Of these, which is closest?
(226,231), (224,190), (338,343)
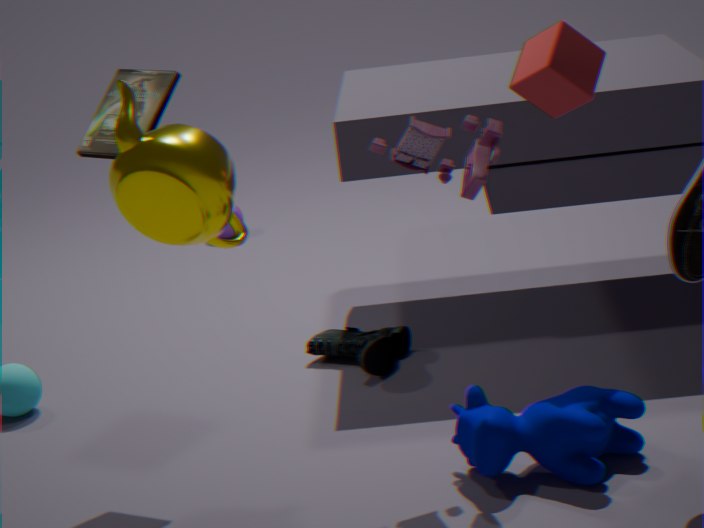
(224,190)
